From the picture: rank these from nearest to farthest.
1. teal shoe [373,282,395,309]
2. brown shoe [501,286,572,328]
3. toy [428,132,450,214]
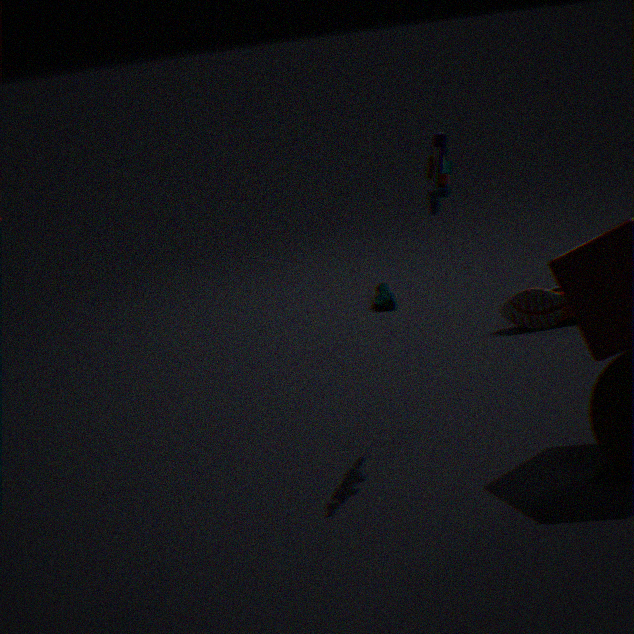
toy [428,132,450,214] → brown shoe [501,286,572,328] → teal shoe [373,282,395,309]
